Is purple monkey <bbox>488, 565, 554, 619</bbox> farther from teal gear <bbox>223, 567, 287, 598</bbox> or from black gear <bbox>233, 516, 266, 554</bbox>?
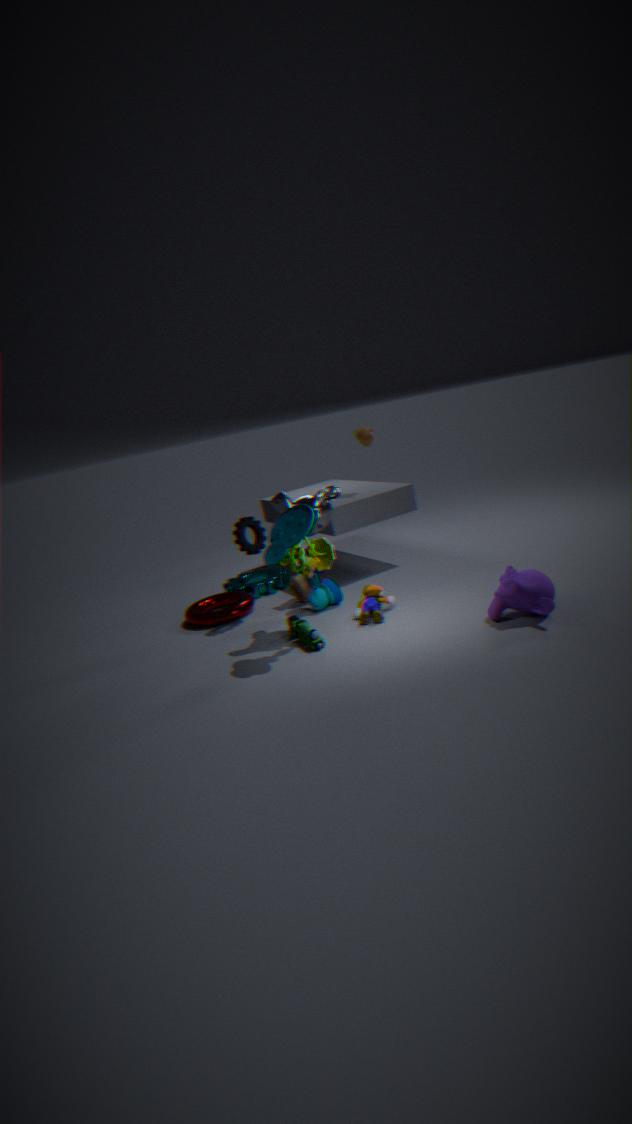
teal gear <bbox>223, 567, 287, 598</bbox>
